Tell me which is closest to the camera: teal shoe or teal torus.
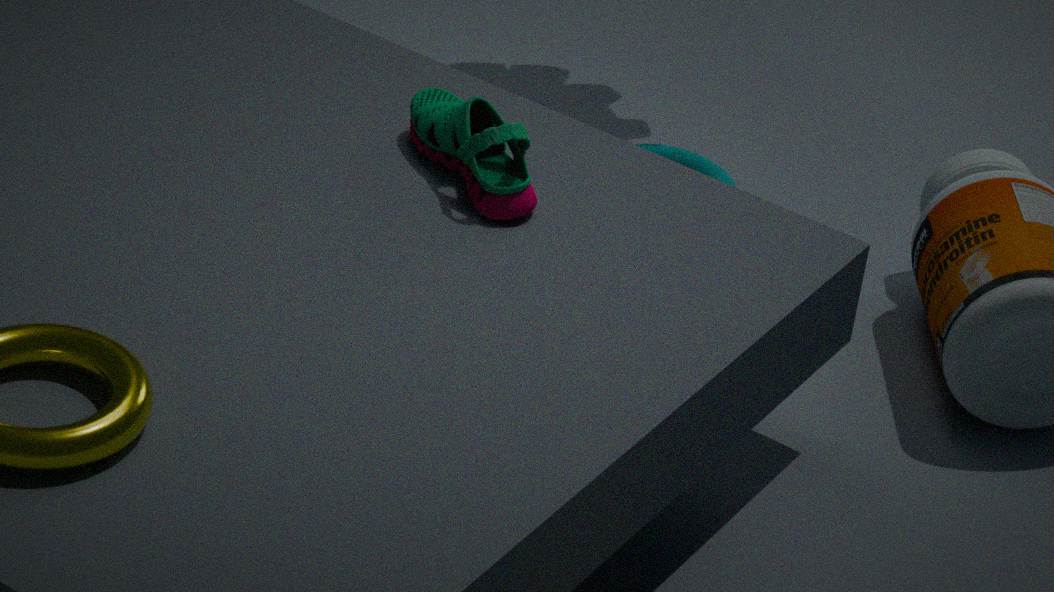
teal shoe
